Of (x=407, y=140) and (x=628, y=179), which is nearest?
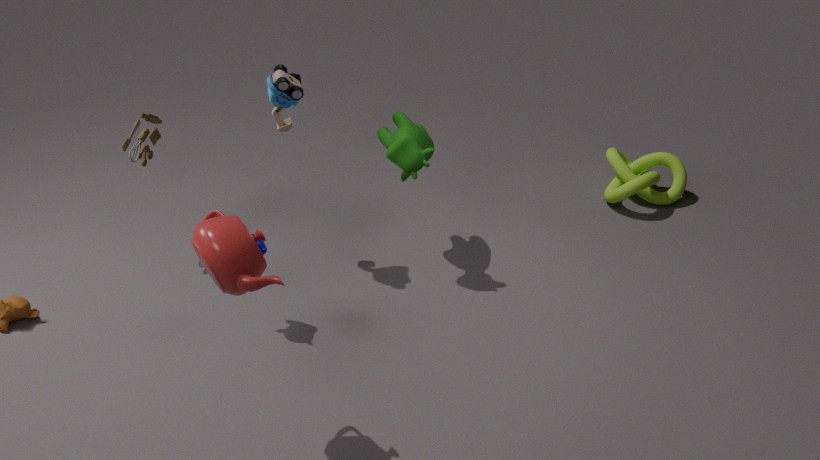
(x=407, y=140)
